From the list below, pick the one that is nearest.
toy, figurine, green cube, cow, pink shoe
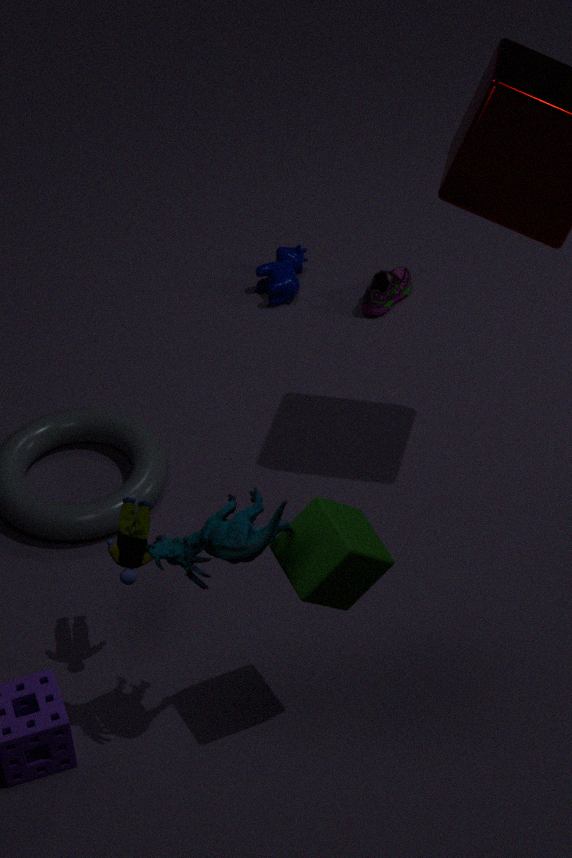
figurine
